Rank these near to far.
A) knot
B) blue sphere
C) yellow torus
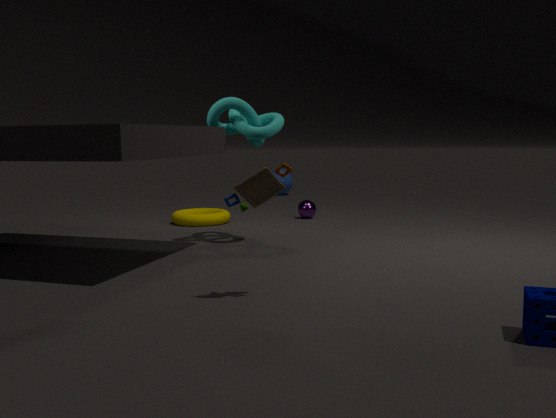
knot → yellow torus → blue sphere
